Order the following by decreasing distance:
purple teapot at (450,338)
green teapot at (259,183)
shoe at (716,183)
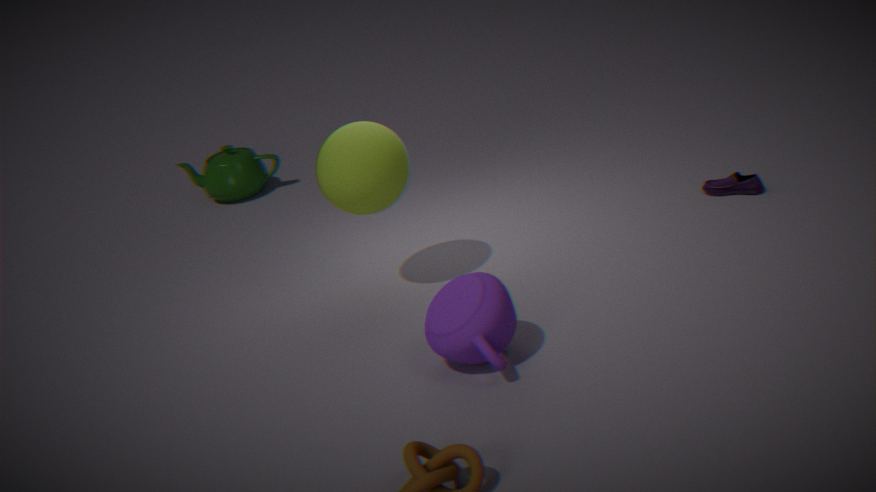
green teapot at (259,183) < shoe at (716,183) < purple teapot at (450,338)
